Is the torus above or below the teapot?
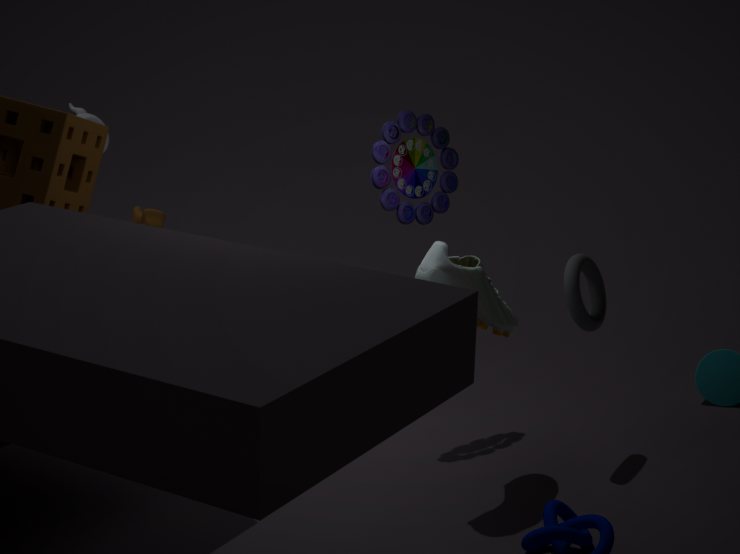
below
